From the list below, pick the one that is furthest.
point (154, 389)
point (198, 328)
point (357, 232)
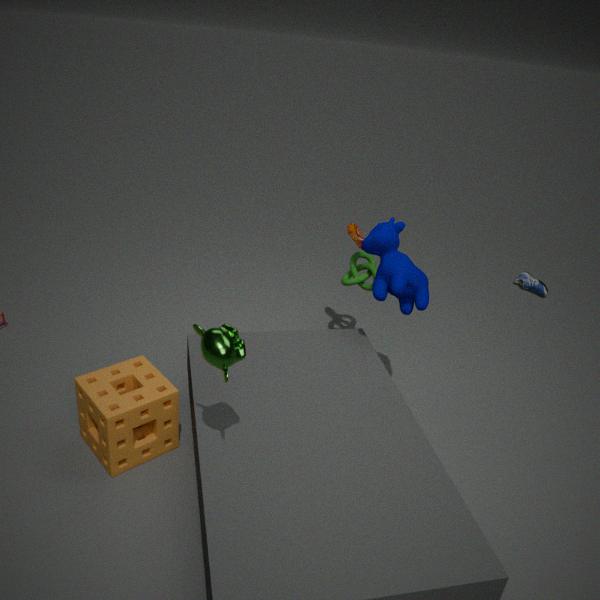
point (357, 232)
